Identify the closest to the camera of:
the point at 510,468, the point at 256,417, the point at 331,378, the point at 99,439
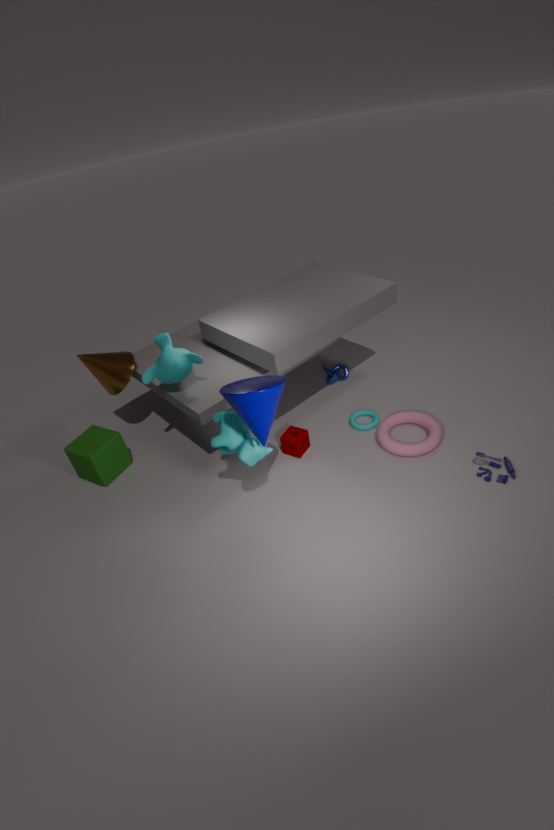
the point at 256,417
